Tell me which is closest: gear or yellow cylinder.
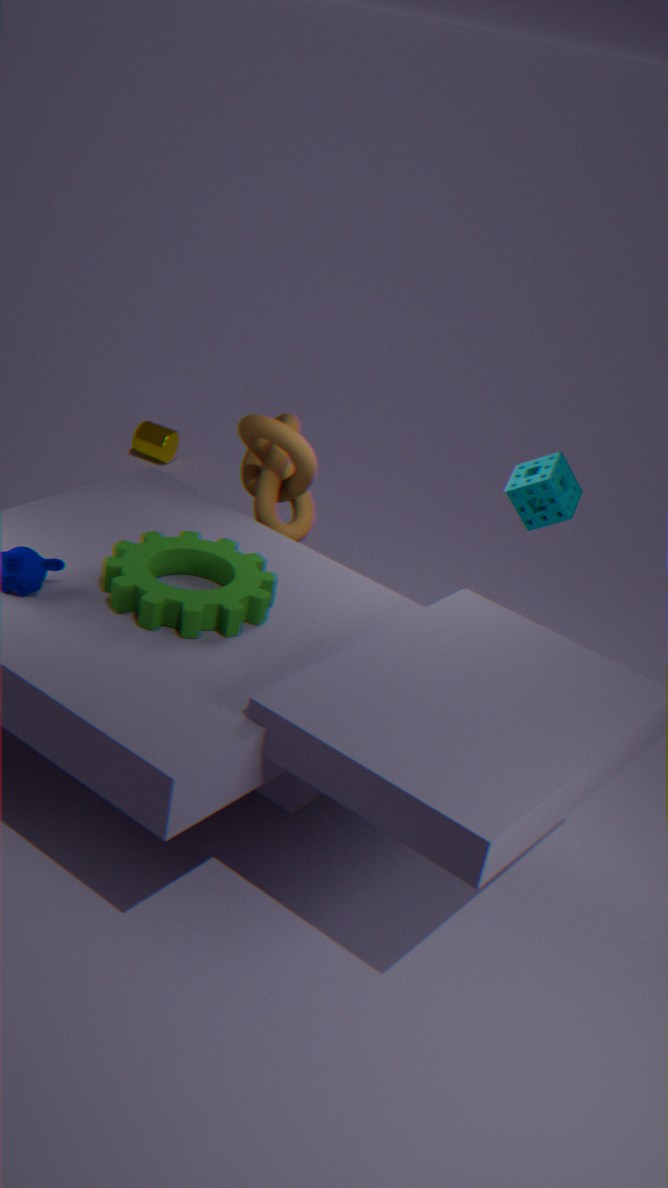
gear
